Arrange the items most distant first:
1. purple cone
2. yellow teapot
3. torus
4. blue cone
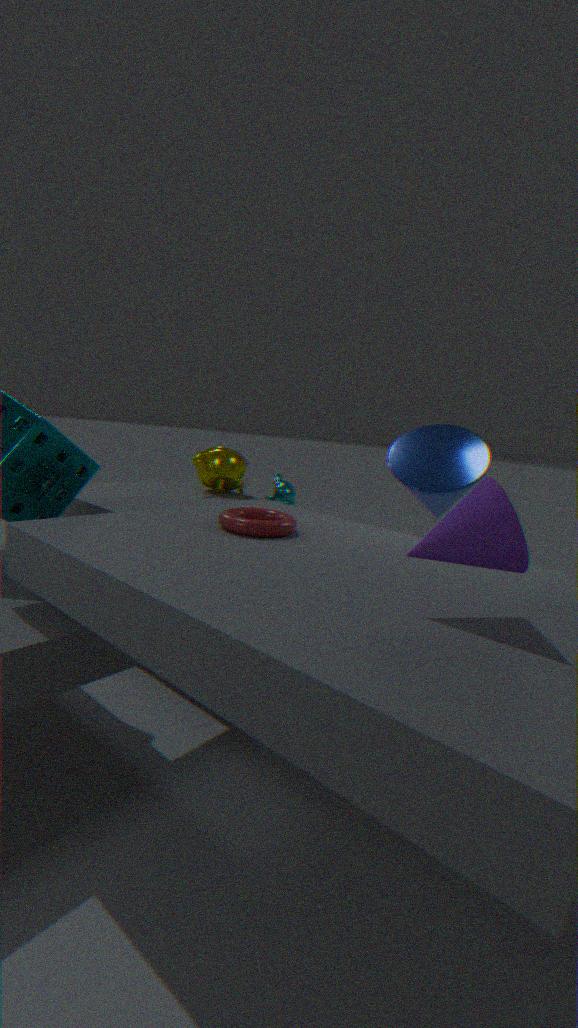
yellow teapot, blue cone, torus, purple cone
